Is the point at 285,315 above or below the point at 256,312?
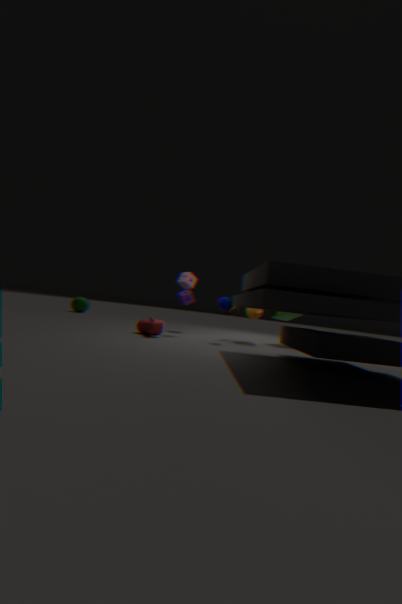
above
